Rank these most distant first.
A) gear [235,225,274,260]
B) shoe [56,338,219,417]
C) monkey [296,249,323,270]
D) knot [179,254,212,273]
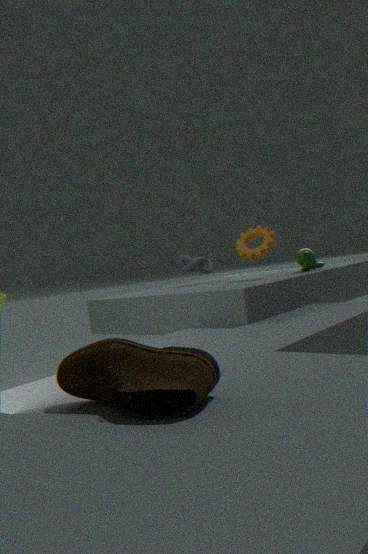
knot [179,254,212,273] < monkey [296,249,323,270] < gear [235,225,274,260] < shoe [56,338,219,417]
